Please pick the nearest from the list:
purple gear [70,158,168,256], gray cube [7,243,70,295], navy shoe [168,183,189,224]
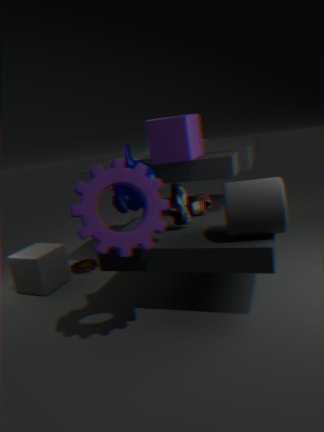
purple gear [70,158,168,256]
